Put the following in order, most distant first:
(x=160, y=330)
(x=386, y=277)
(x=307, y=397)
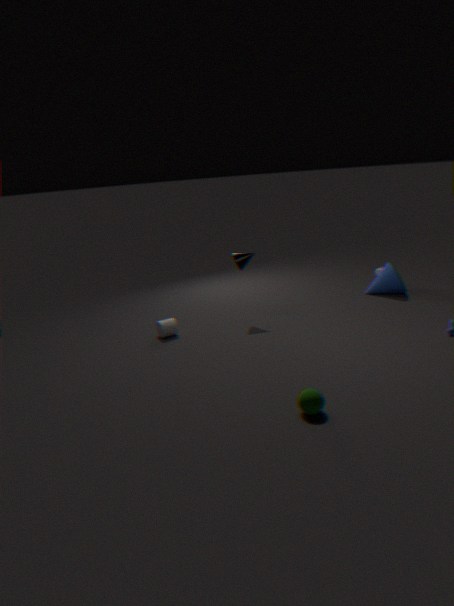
(x=386, y=277) < (x=160, y=330) < (x=307, y=397)
